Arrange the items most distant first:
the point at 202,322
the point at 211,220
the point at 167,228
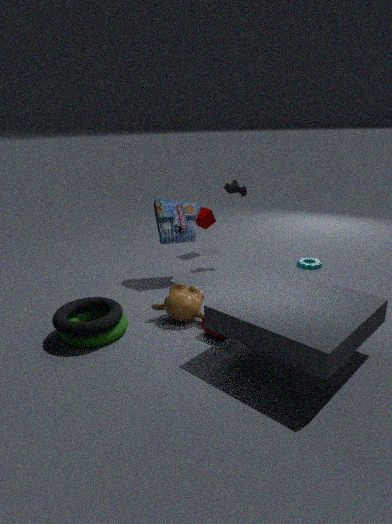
the point at 211,220
the point at 167,228
the point at 202,322
